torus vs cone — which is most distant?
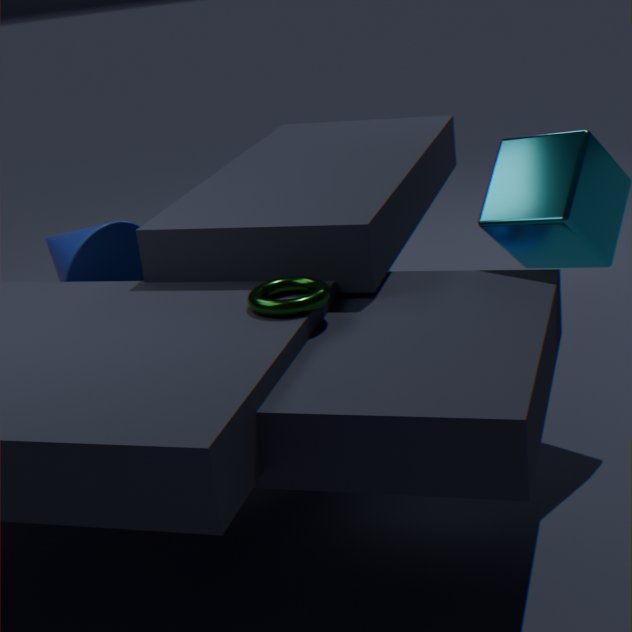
cone
